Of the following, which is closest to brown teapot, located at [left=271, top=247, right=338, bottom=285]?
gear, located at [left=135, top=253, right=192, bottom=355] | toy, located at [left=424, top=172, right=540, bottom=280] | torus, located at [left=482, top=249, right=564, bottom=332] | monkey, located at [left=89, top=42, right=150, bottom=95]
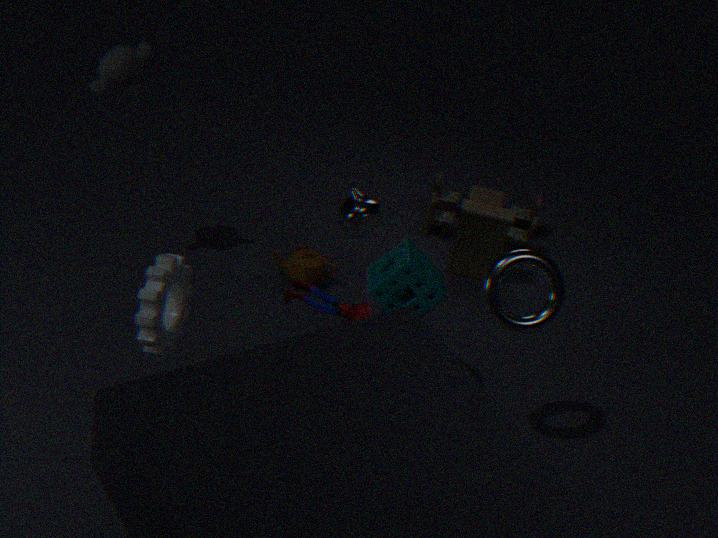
toy, located at [left=424, top=172, right=540, bottom=280]
